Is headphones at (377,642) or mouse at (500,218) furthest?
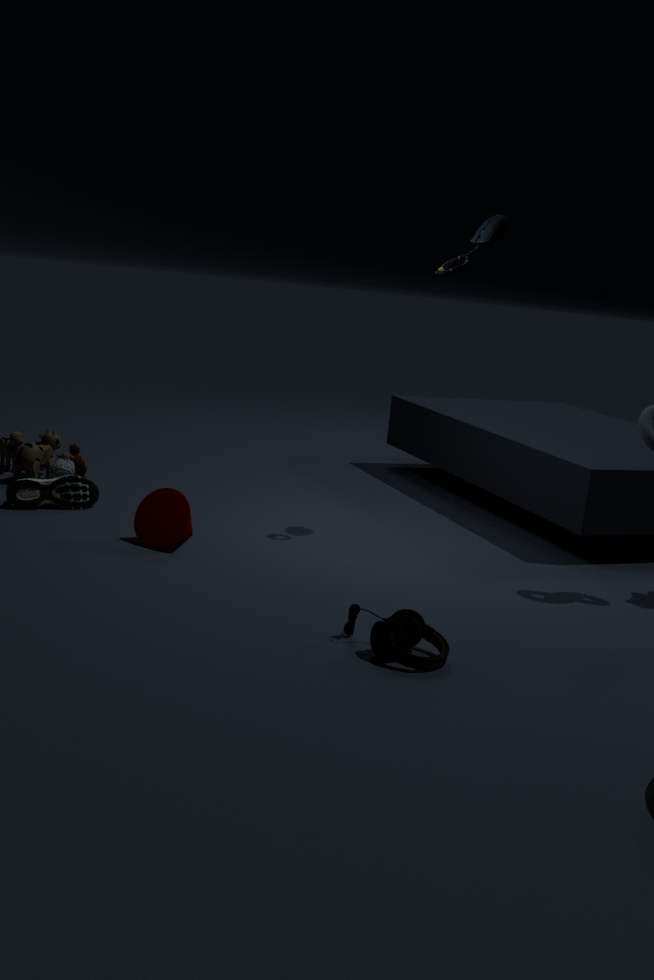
mouse at (500,218)
